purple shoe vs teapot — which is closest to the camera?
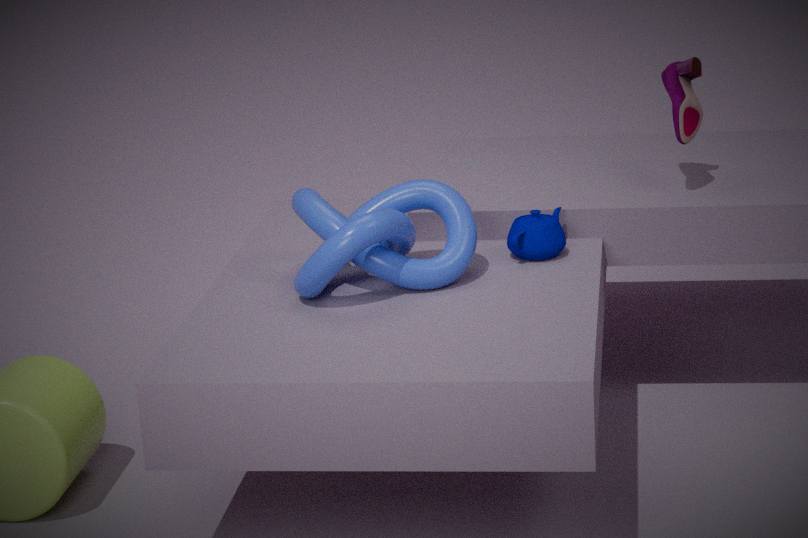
teapot
